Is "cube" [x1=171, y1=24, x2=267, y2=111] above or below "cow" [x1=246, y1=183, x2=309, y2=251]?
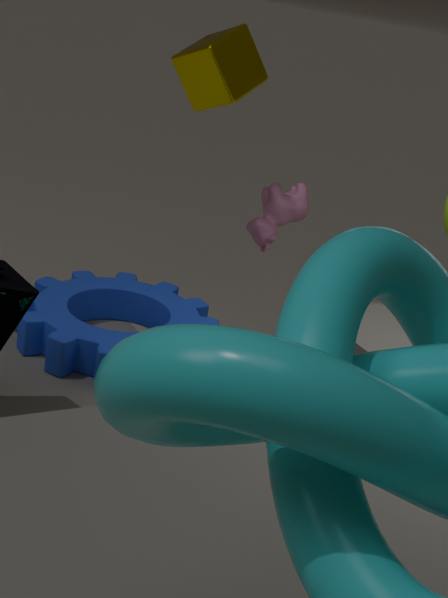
above
